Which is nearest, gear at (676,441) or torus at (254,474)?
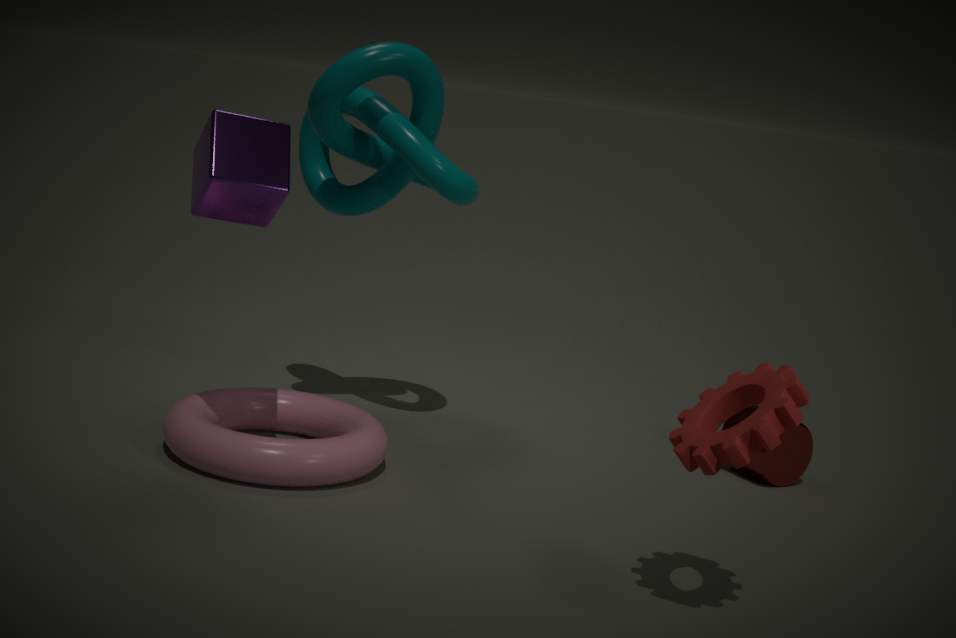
gear at (676,441)
